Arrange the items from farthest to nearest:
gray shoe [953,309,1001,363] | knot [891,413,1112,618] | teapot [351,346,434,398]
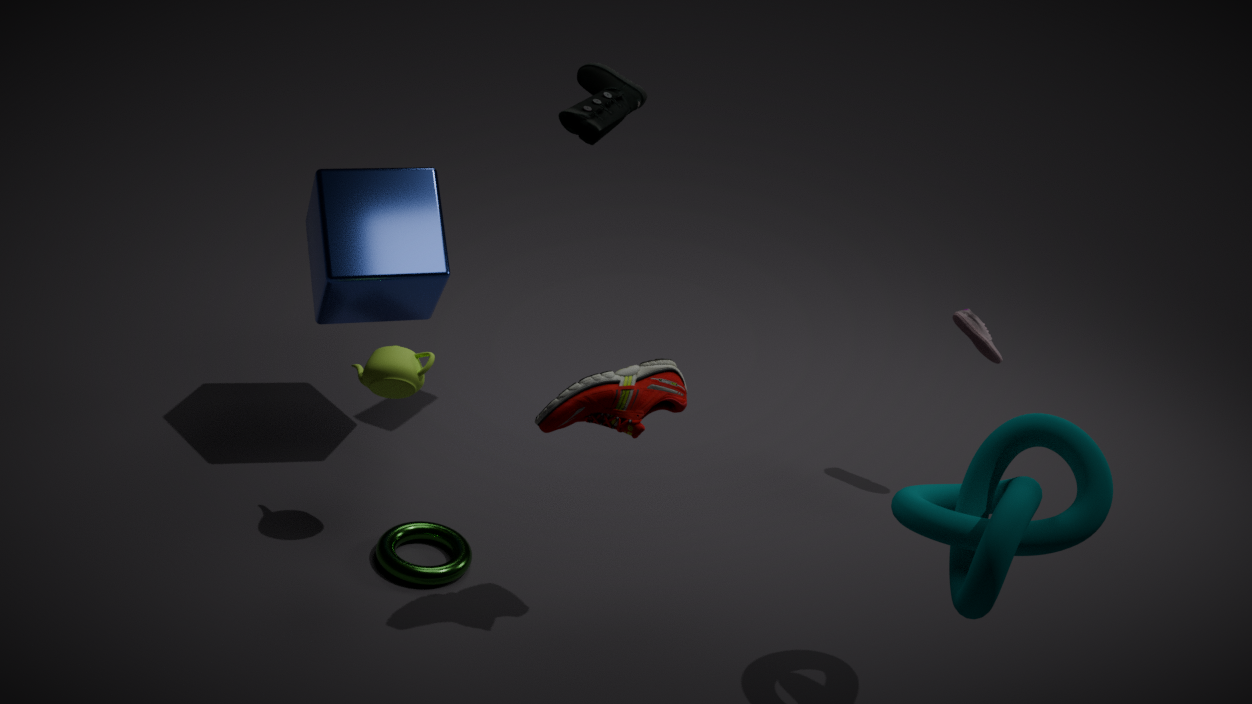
gray shoe [953,309,1001,363] → teapot [351,346,434,398] → knot [891,413,1112,618]
